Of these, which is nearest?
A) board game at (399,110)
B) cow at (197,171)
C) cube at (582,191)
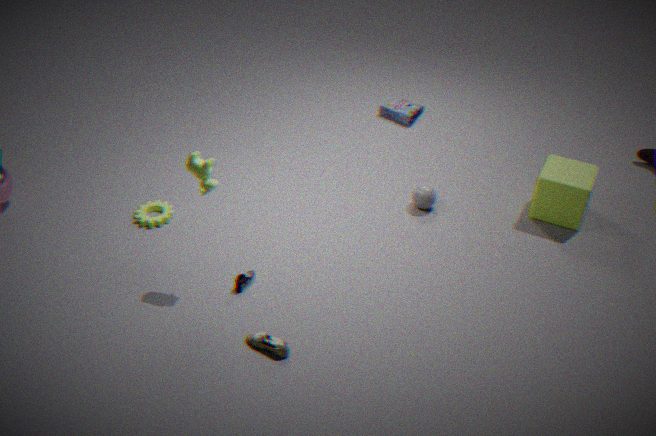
cow at (197,171)
